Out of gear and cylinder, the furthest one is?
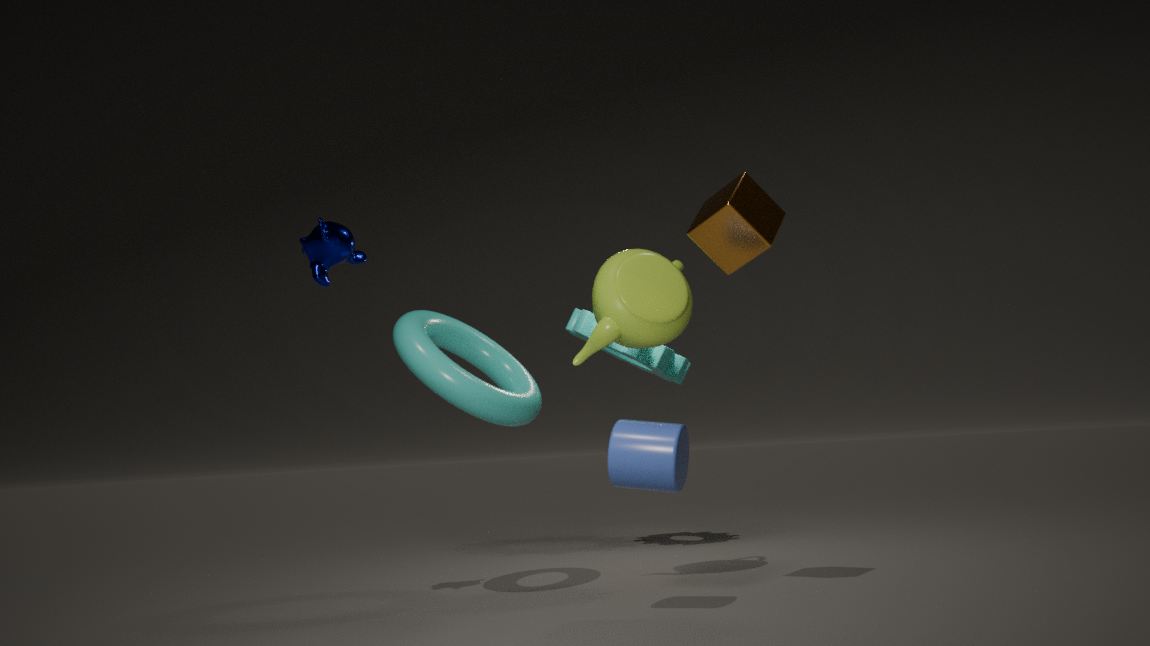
gear
